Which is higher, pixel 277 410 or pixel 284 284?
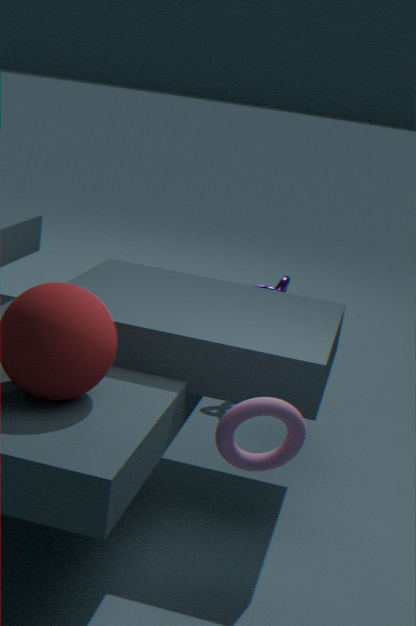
pixel 277 410
